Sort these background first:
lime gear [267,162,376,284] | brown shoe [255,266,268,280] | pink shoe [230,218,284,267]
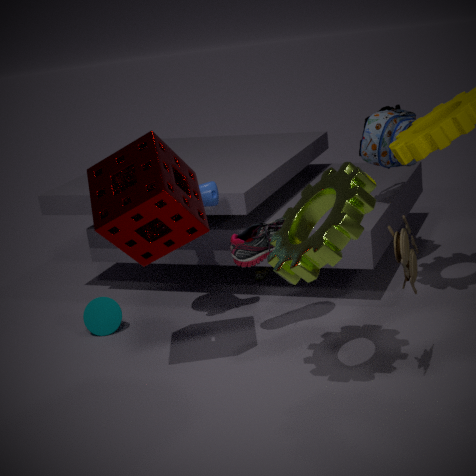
brown shoe [255,266,268,280] → pink shoe [230,218,284,267] → lime gear [267,162,376,284]
